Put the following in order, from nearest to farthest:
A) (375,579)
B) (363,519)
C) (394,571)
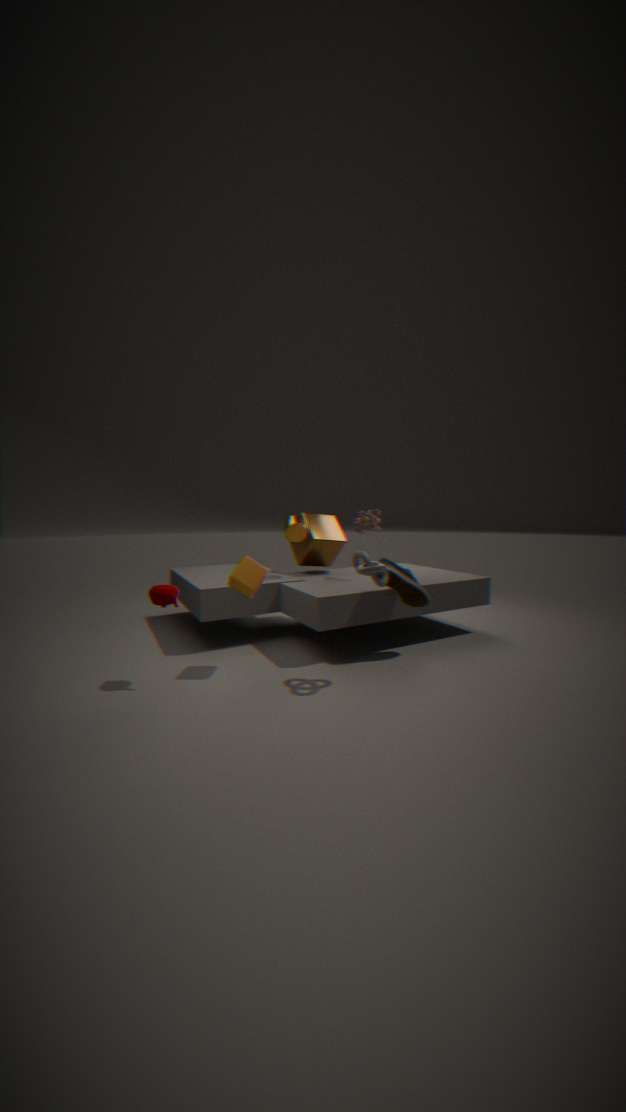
(375,579), (394,571), (363,519)
